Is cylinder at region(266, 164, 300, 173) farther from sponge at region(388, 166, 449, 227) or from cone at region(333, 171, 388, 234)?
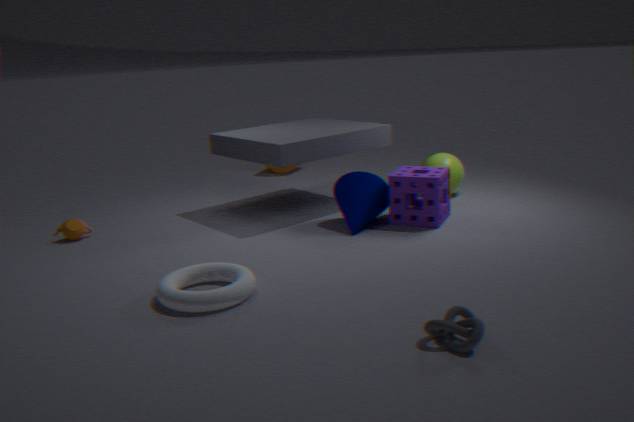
sponge at region(388, 166, 449, 227)
